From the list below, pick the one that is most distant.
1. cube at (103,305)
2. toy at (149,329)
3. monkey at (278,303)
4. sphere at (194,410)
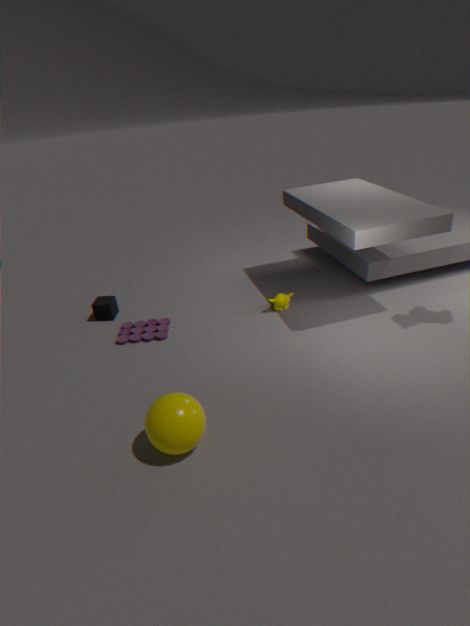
cube at (103,305)
